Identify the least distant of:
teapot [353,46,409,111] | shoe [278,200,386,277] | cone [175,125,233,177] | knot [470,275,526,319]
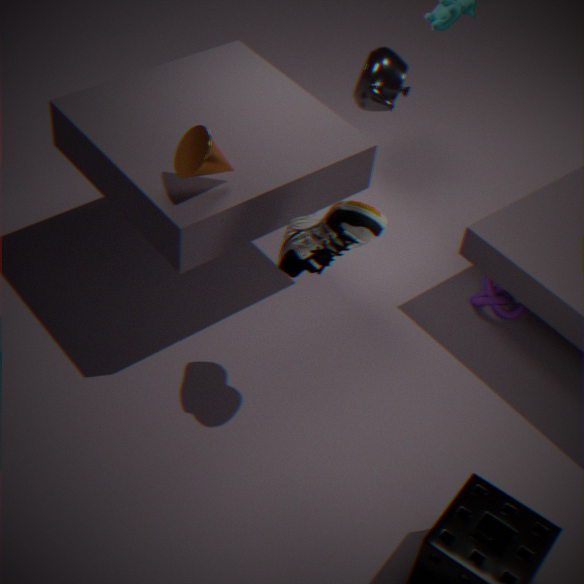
shoe [278,200,386,277]
